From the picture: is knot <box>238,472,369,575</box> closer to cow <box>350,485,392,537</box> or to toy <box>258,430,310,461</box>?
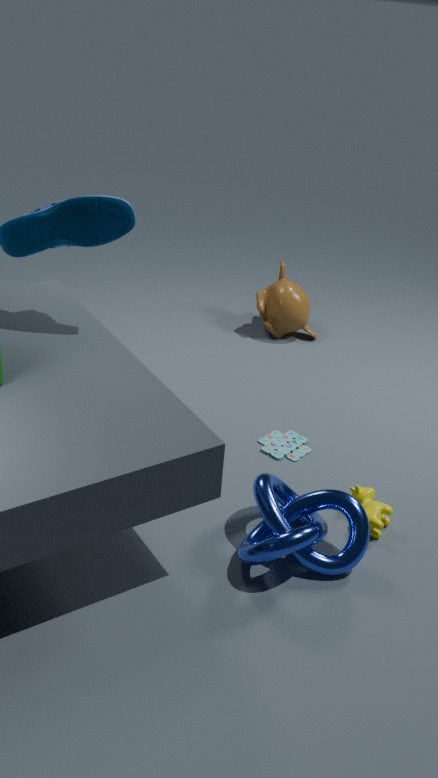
cow <box>350,485,392,537</box>
